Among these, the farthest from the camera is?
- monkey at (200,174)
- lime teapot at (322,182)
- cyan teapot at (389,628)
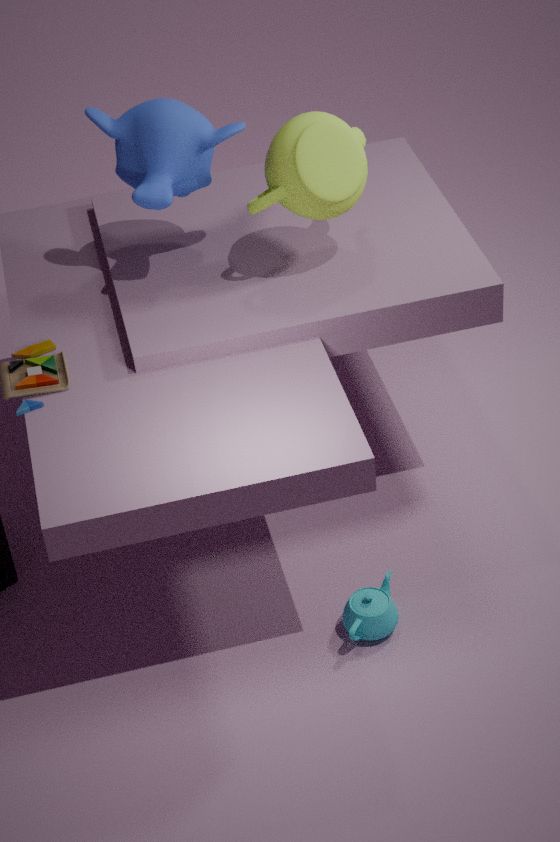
monkey at (200,174)
